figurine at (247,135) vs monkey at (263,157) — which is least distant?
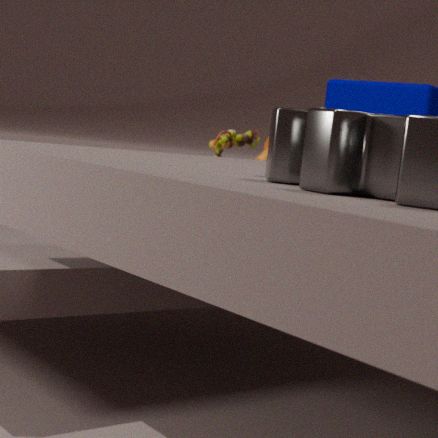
figurine at (247,135)
